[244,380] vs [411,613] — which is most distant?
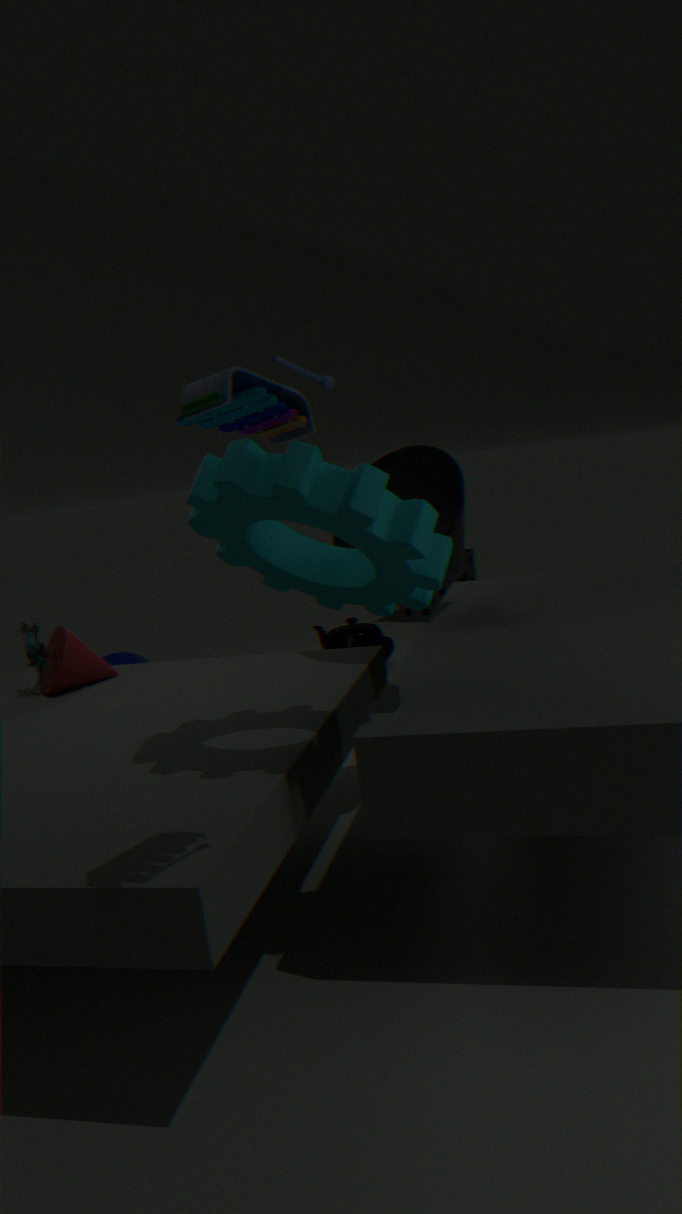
[411,613]
